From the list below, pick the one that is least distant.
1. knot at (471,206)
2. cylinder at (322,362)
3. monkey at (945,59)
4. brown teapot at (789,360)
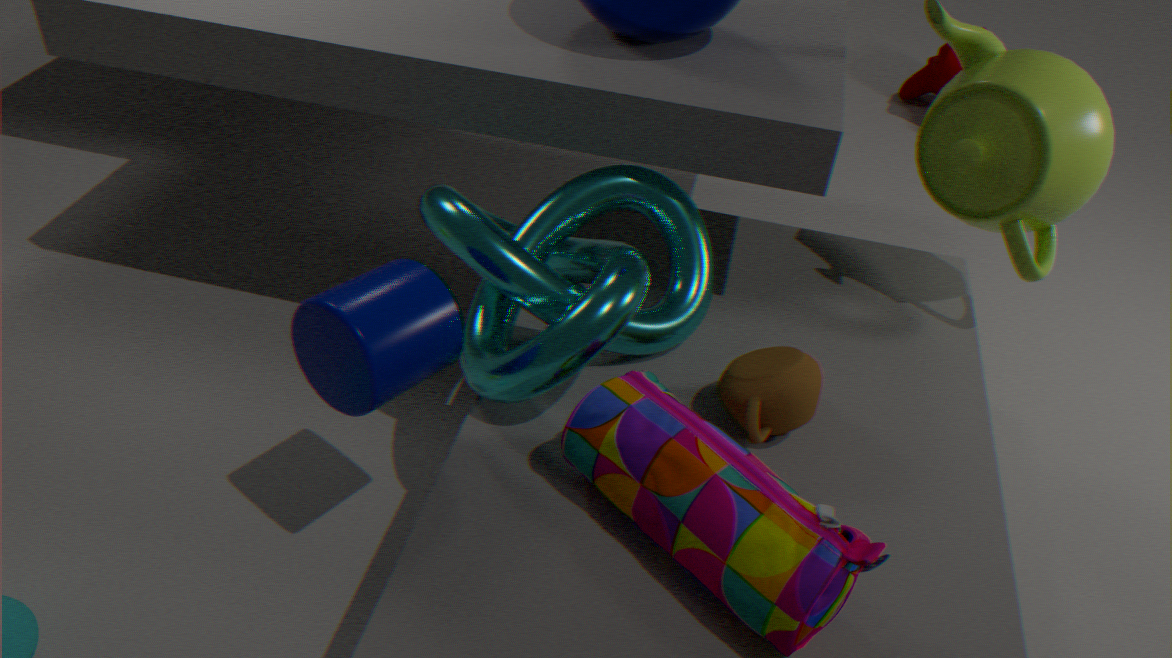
cylinder at (322,362)
